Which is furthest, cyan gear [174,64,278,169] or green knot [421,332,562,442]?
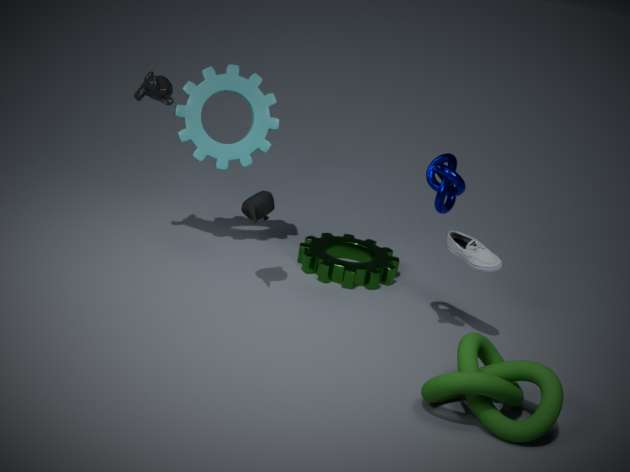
cyan gear [174,64,278,169]
